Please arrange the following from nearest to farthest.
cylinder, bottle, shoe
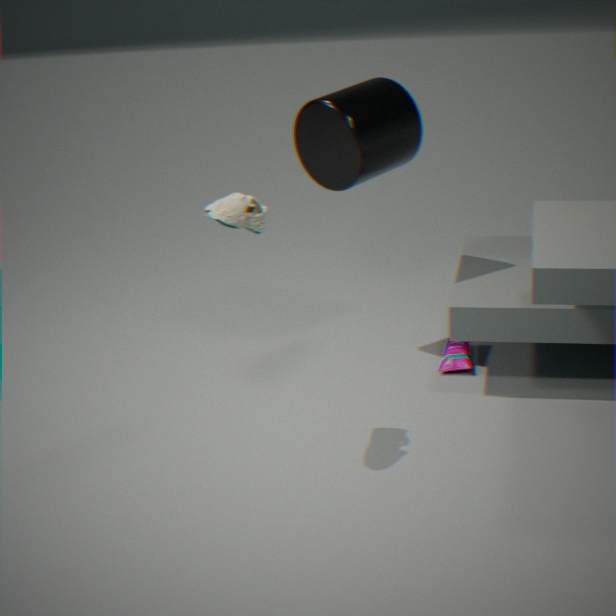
shoe → cylinder → bottle
